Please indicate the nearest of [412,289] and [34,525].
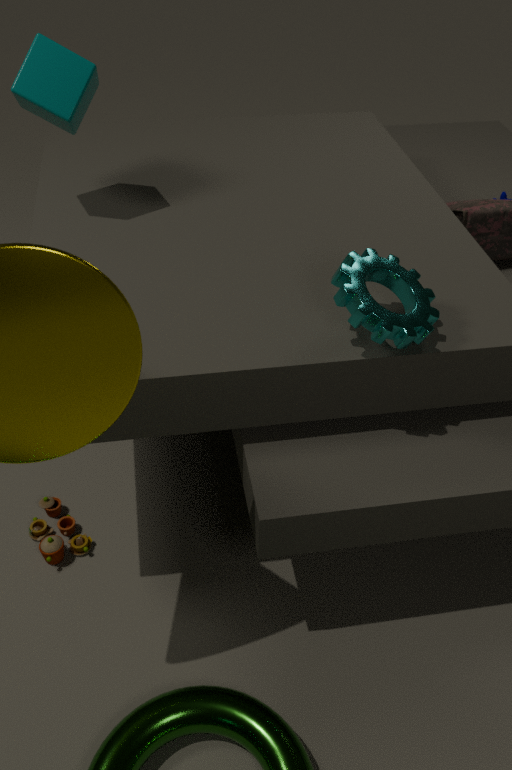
[412,289]
